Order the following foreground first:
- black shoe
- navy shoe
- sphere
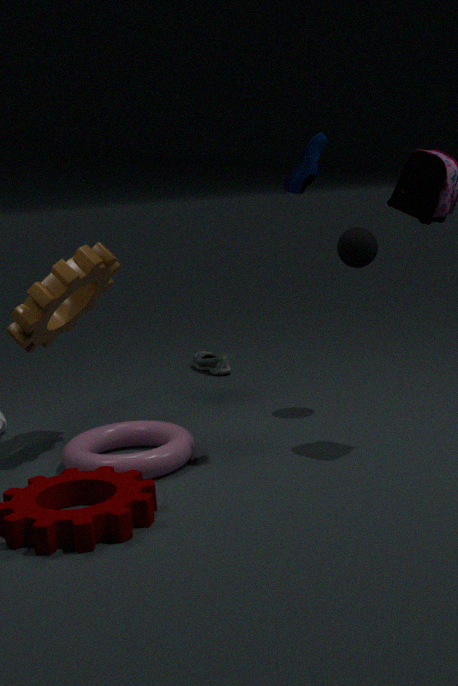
navy shoe < sphere < black shoe
